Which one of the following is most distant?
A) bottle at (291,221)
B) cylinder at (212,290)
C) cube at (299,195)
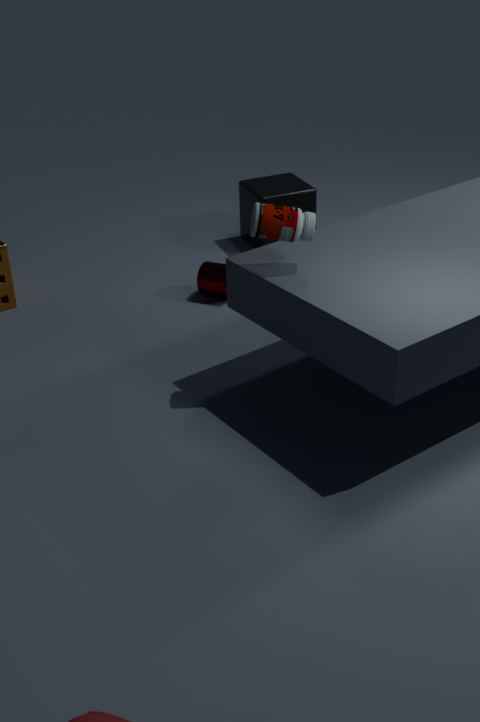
cube at (299,195)
